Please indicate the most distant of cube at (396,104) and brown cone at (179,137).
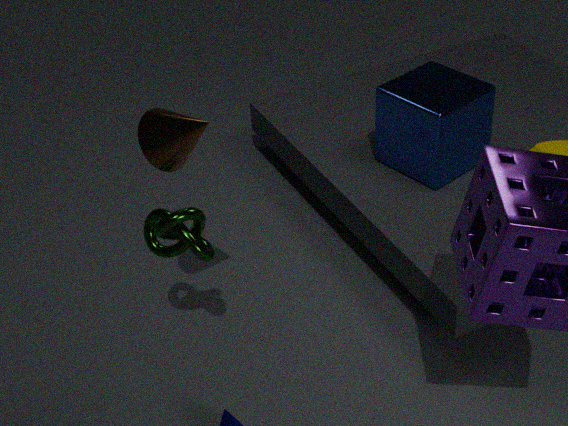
cube at (396,104)
